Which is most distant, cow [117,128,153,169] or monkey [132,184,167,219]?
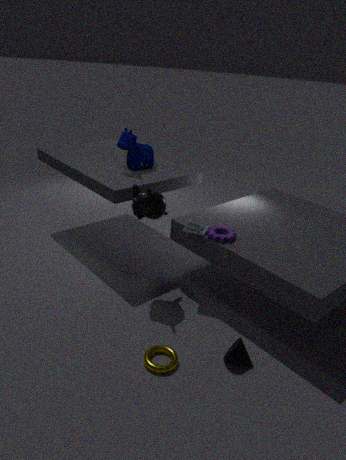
cow [117,128,153,169]
